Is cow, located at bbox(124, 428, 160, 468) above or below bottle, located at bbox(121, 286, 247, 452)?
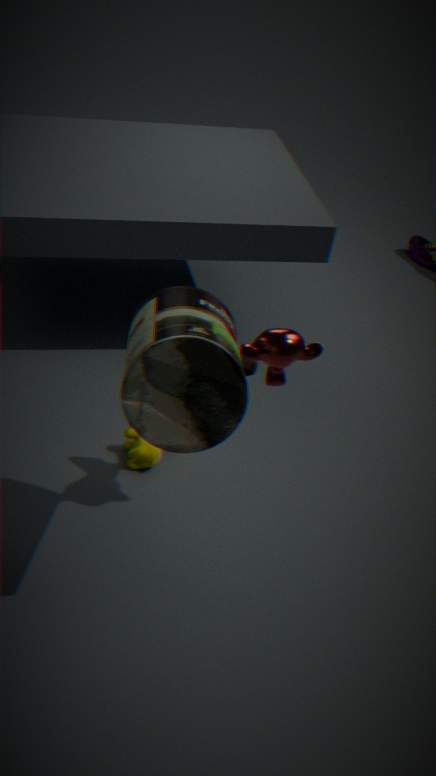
below
